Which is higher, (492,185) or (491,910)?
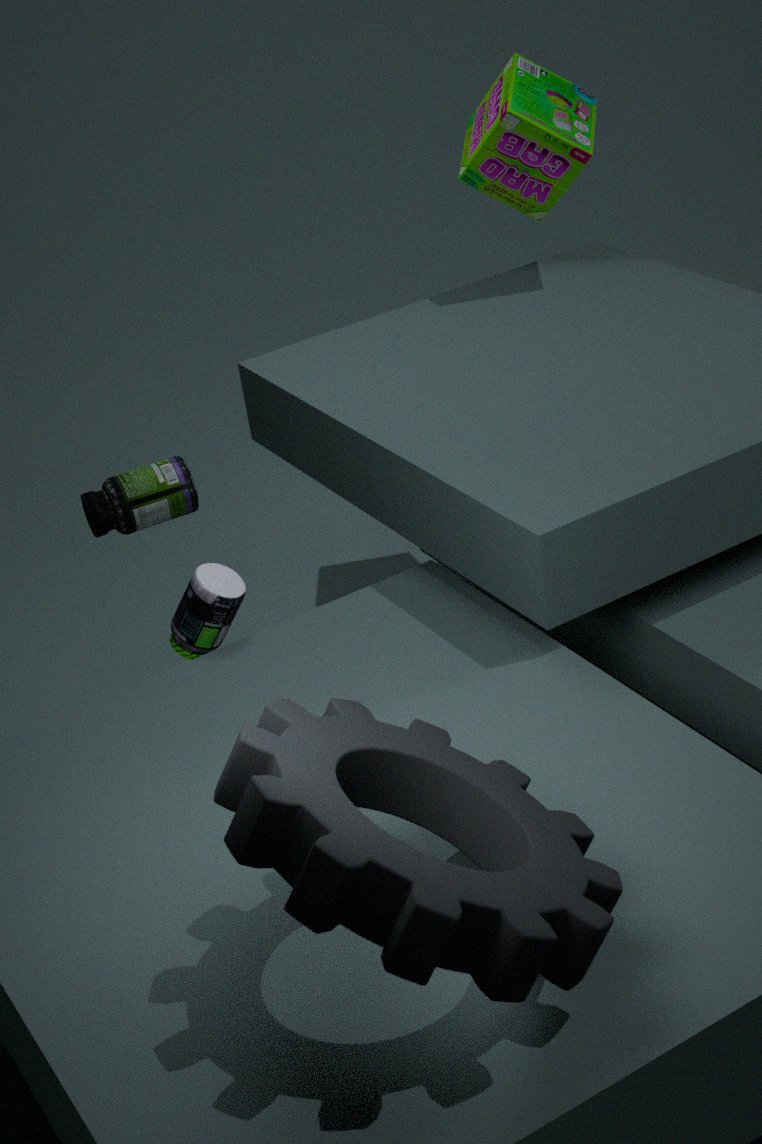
(492,185)
